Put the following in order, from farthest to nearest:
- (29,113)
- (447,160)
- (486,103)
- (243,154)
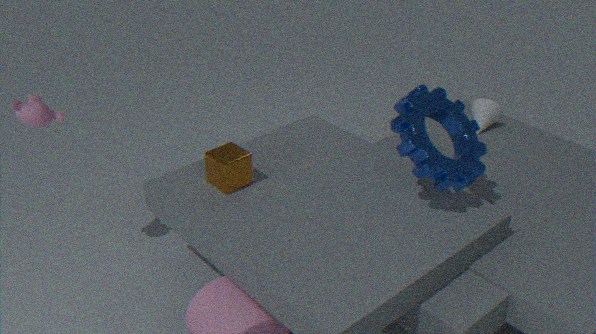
(486,103), (243,154), (29,113), (447,160)
